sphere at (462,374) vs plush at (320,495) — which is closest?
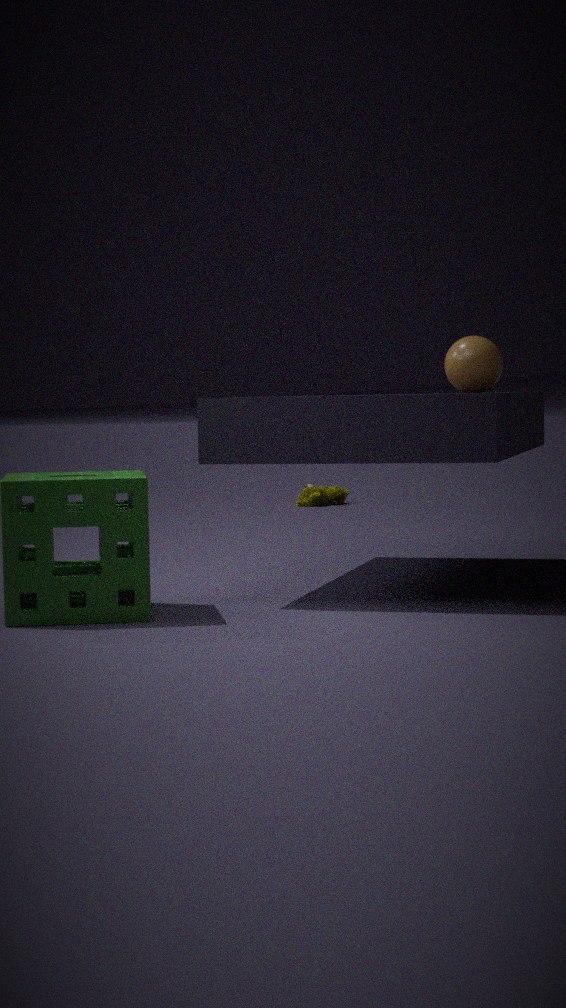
sphere at (462,374)
